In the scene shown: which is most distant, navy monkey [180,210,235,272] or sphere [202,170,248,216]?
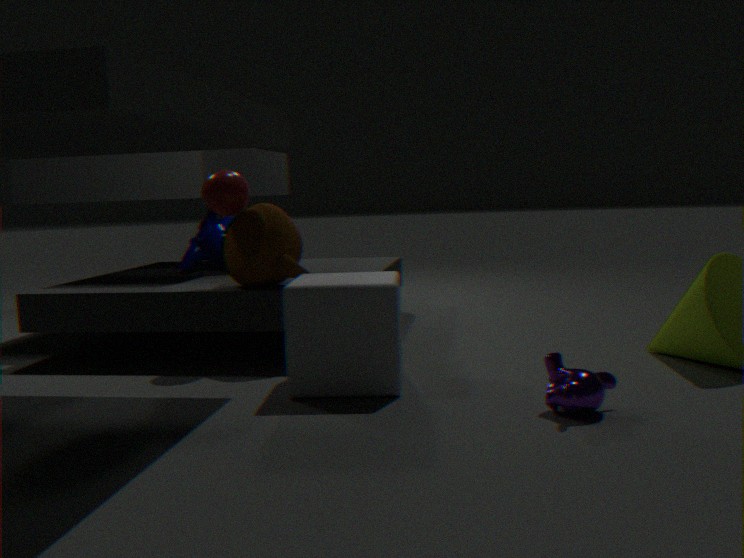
navy monkey [180,210,235,272]
